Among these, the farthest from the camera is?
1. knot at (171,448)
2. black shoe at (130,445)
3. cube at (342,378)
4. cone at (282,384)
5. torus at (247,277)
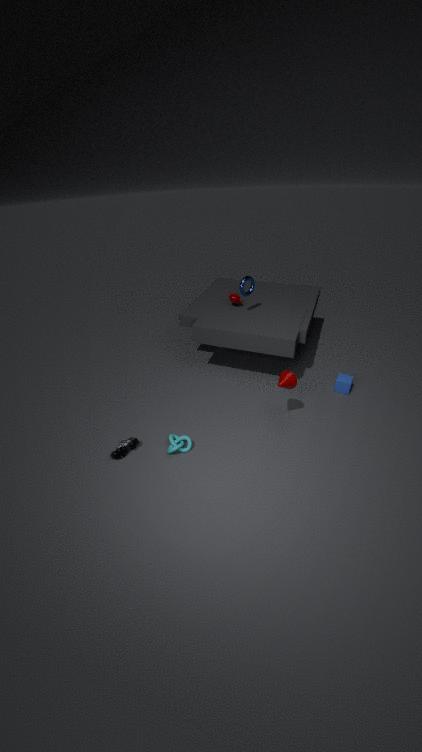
torus at (247,277)
